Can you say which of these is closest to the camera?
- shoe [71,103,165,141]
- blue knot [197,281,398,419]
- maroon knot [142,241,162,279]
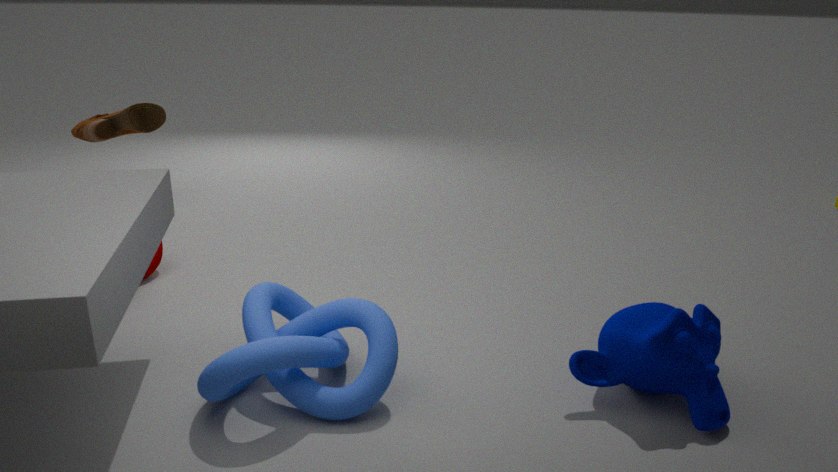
blue knot [197,281,398,419]
